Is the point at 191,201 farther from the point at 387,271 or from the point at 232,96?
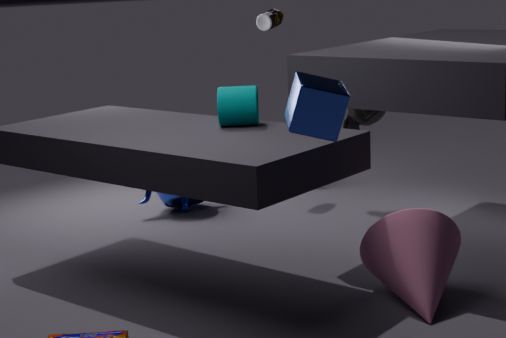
the point at 387,271
